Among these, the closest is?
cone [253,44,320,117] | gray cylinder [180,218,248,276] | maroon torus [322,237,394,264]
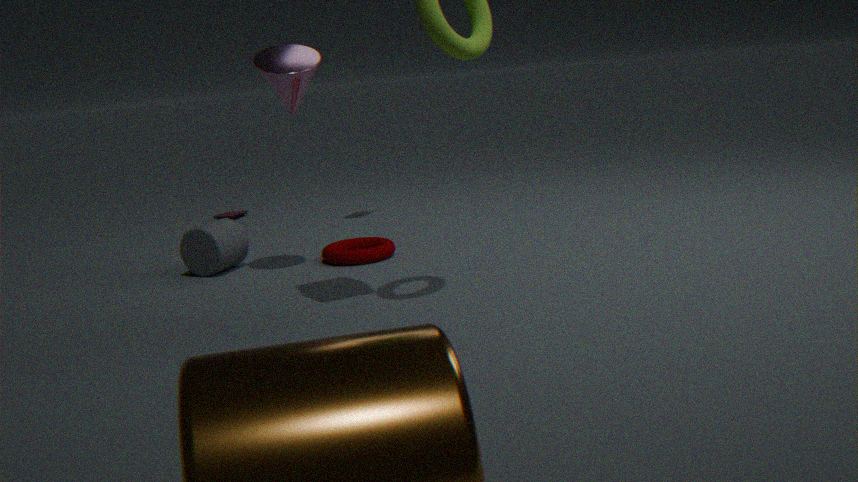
cone [253,44,320,117]
